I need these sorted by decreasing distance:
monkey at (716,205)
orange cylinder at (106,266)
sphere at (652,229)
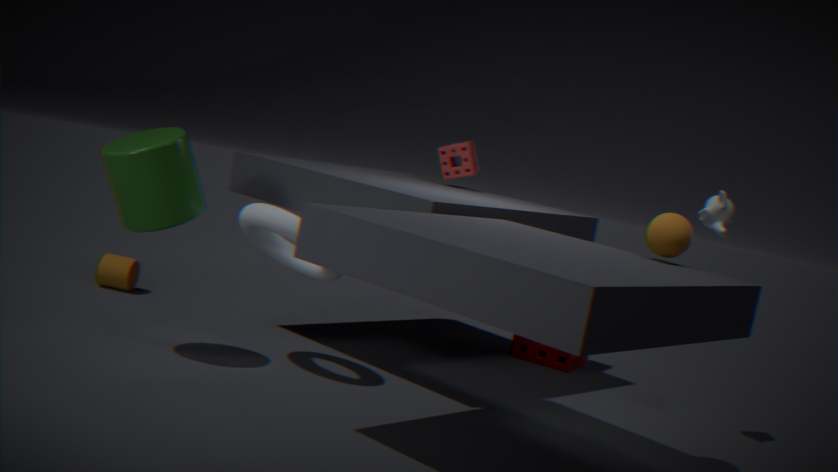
orange cylinder at (106,266) < monkey at (716,205) < sphere at (652,229)
